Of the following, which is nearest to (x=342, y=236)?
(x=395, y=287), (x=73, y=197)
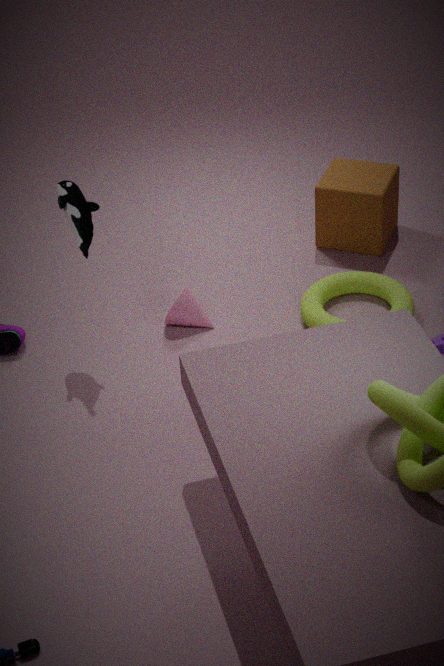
(x=395, y=287)
